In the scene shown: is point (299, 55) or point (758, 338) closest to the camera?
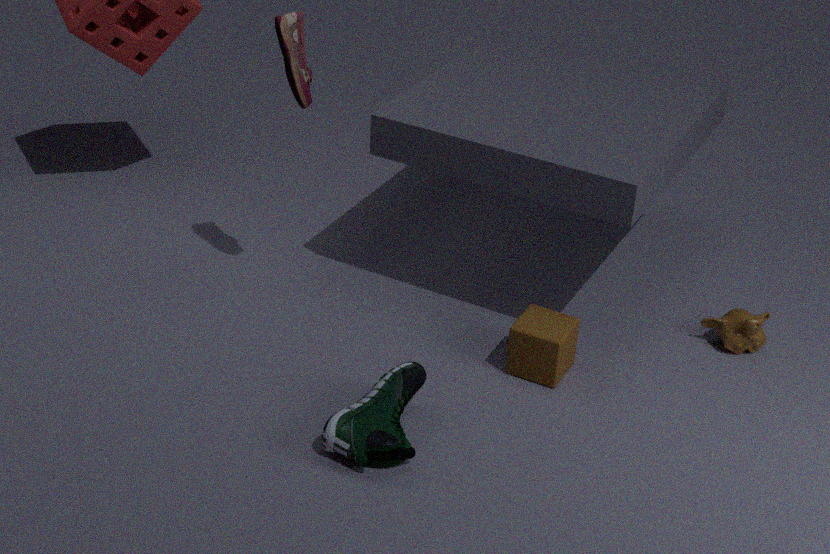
point (299, 55)
